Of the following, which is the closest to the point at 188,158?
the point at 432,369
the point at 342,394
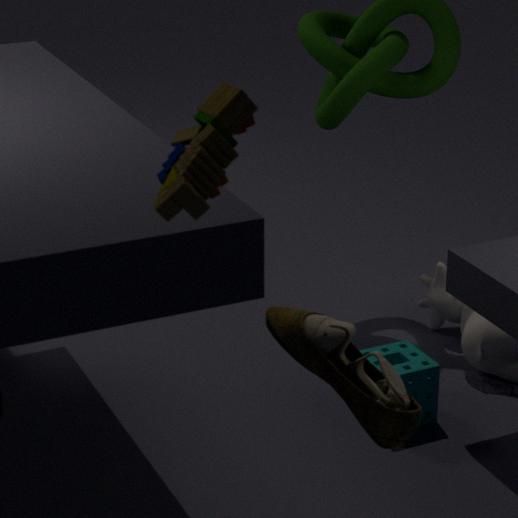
the point at 342,394
